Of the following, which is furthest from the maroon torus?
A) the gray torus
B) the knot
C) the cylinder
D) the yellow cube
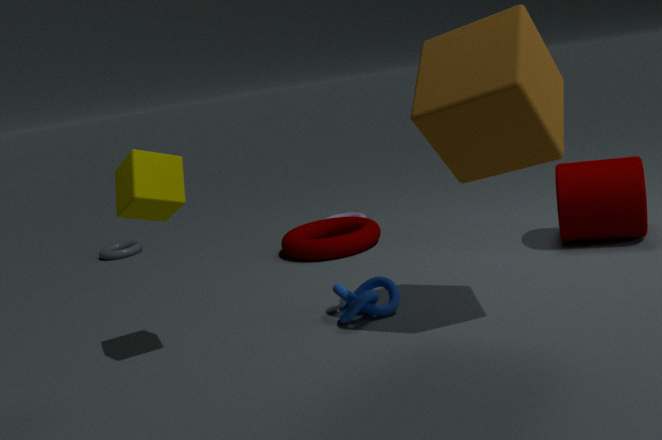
the yellow cube
